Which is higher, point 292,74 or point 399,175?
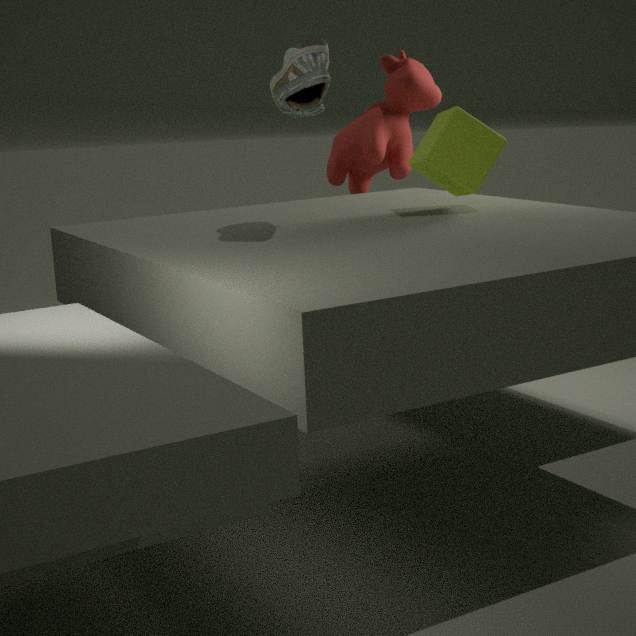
point 292,74
